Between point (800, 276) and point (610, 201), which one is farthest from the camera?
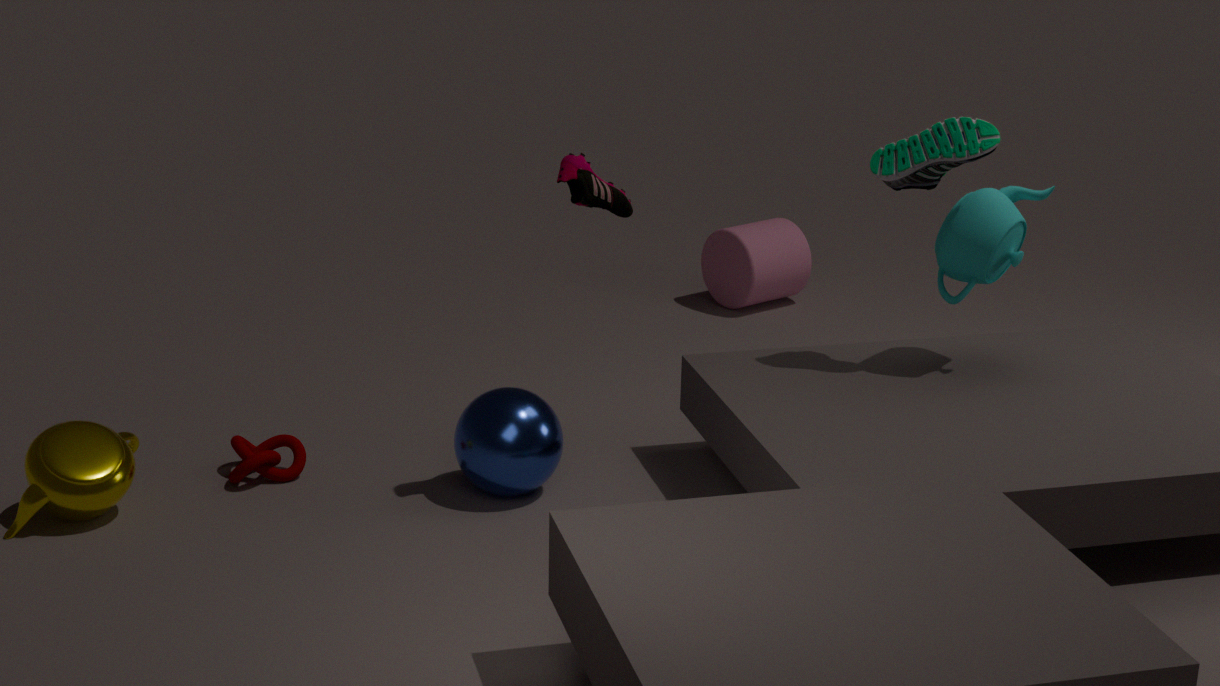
point (800, 276)
